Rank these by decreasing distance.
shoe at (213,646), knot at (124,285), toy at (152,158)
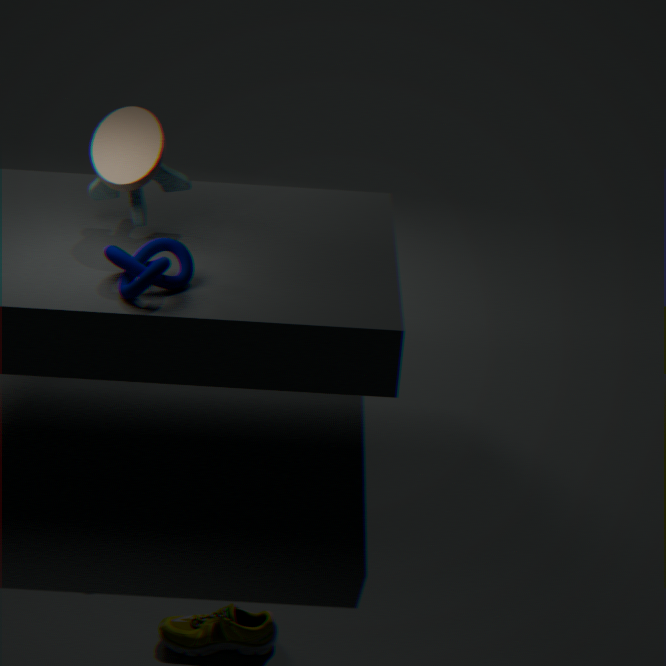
toy at (152,158), knot at (124,285), shoe at (213,646)
